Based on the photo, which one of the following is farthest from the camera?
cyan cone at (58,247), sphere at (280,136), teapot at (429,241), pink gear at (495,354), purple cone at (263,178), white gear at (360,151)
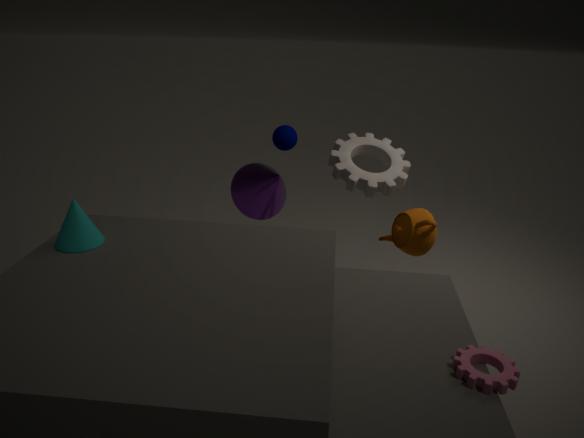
sphere at (280,136)
